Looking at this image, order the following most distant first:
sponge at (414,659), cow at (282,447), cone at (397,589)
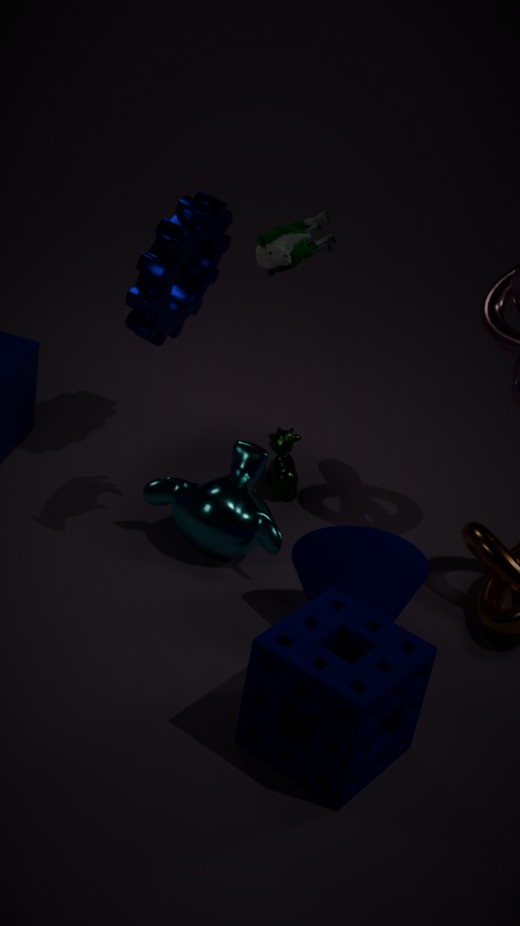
cow at (282,447)
cone at (397,589)
sponge at (414,659)
